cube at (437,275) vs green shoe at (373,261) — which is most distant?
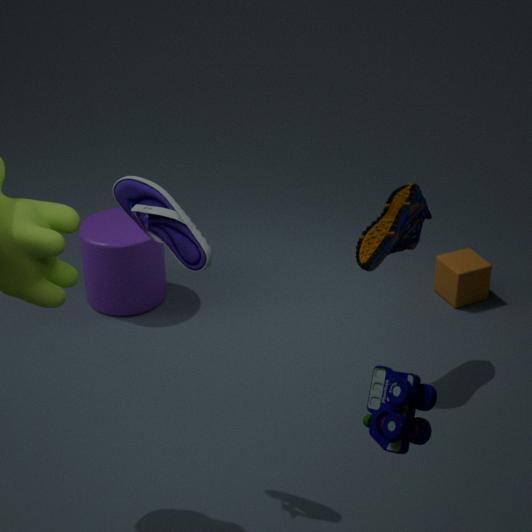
cube at (437,275)
